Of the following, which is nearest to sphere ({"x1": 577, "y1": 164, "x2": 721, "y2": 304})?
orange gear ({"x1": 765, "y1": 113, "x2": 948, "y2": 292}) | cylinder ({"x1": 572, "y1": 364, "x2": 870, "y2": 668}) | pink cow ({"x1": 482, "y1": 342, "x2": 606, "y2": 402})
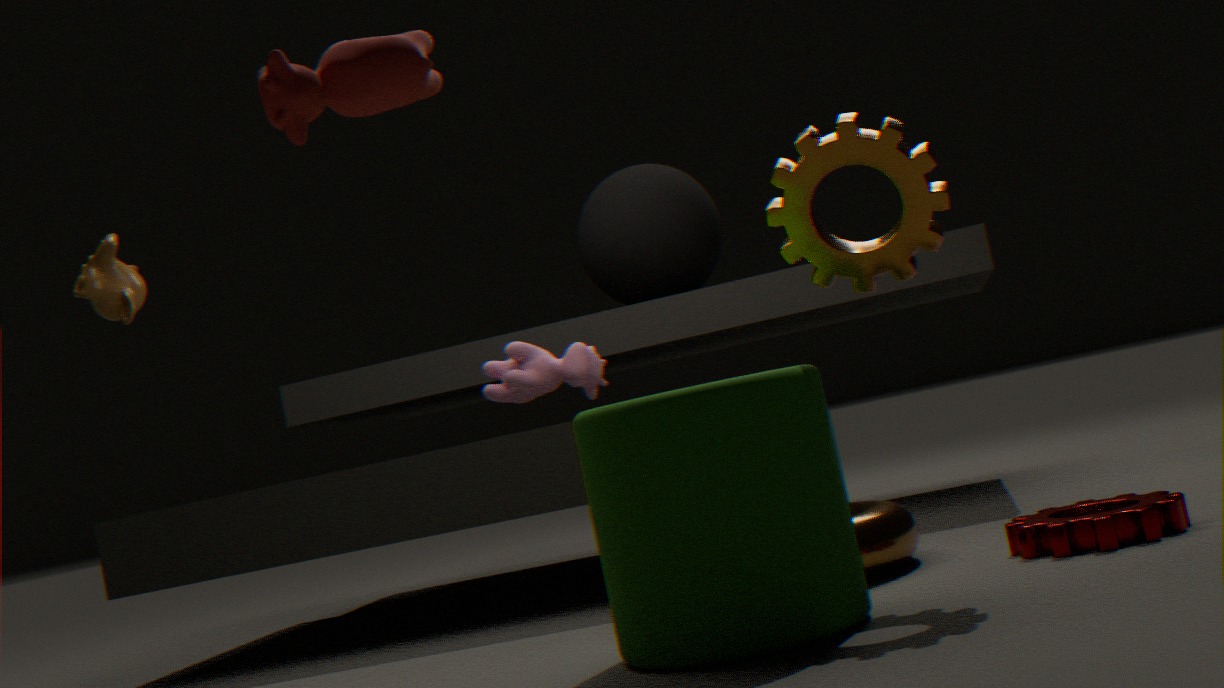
pink cow ({"x1": 482, "y1": 342, "x2": 606, "y2": 402})
